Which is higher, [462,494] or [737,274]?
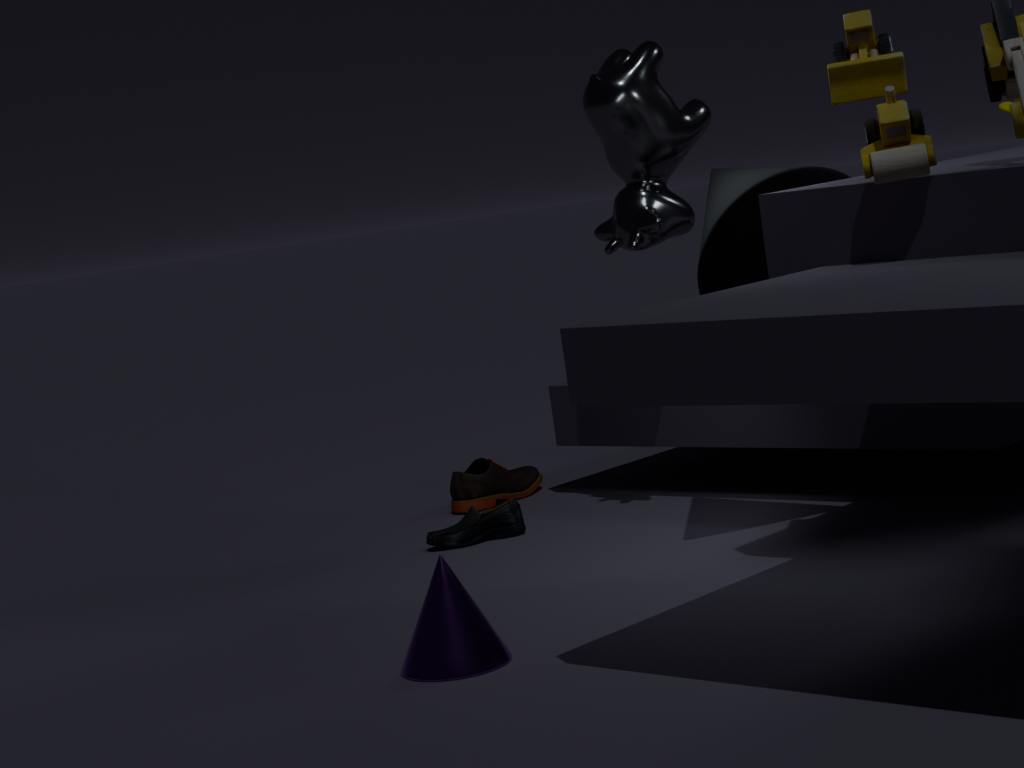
[737,274]
